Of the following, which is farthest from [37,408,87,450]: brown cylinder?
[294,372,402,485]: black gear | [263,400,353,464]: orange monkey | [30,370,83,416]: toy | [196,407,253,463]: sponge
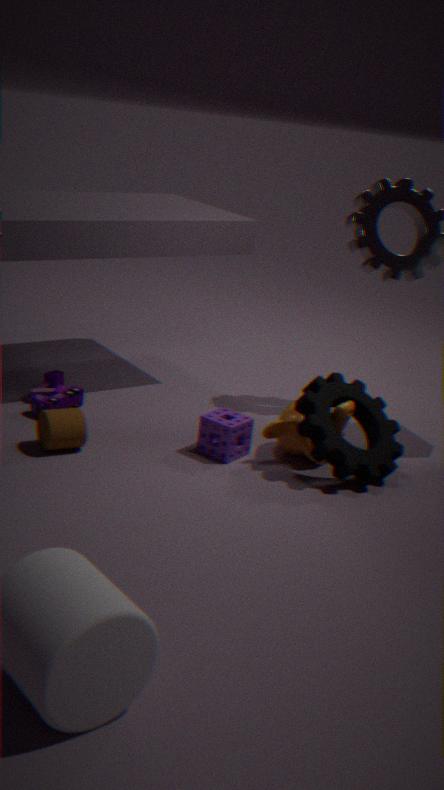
[294,372,402,485]: black gear
